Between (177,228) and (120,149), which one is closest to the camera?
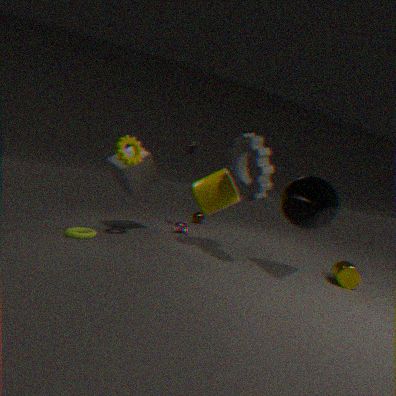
(120,149)
